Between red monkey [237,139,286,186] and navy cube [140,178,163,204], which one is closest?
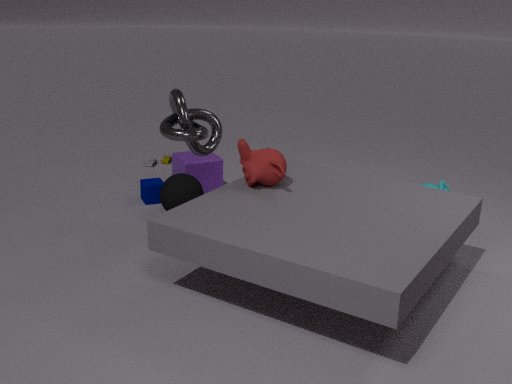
red monkey [237,139,286,186]
